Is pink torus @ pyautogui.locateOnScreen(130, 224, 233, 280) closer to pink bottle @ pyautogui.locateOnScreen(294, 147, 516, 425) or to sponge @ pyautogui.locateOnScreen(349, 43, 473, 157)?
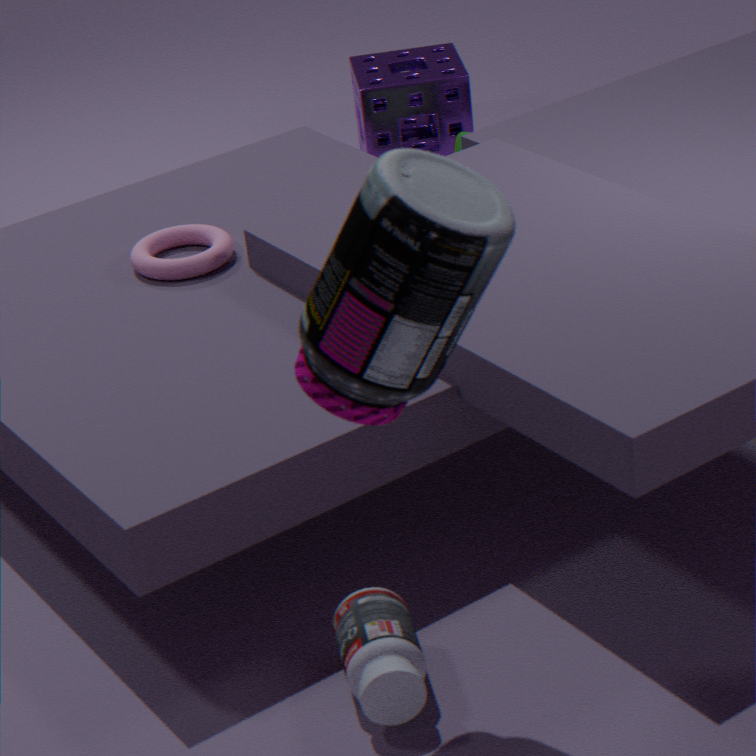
pink bottle @ pyautogui.locateOnScreen(294, 147, 516, 425)
